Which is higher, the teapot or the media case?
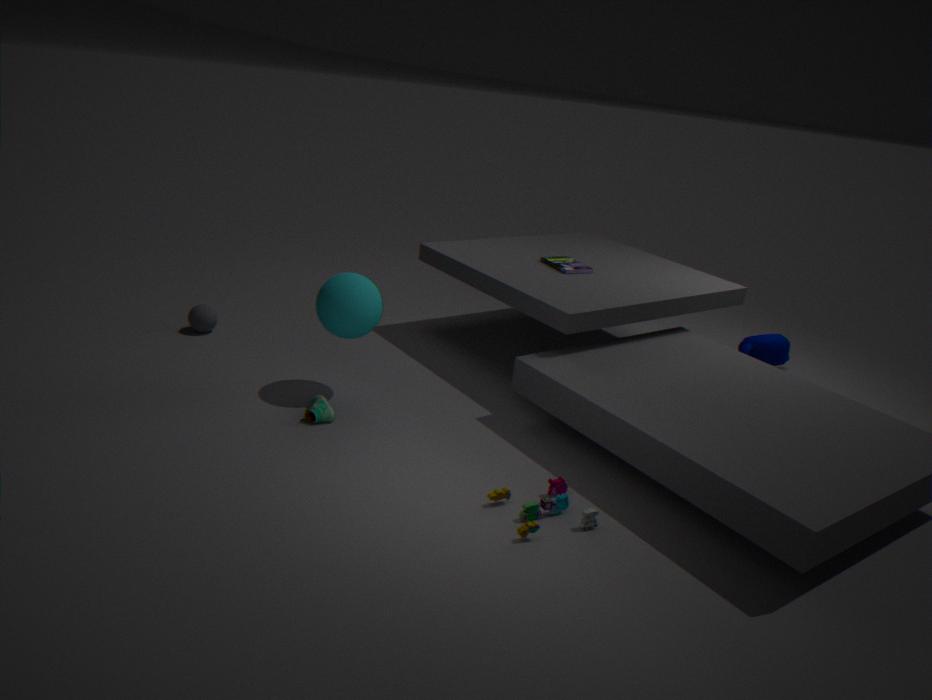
the media case
